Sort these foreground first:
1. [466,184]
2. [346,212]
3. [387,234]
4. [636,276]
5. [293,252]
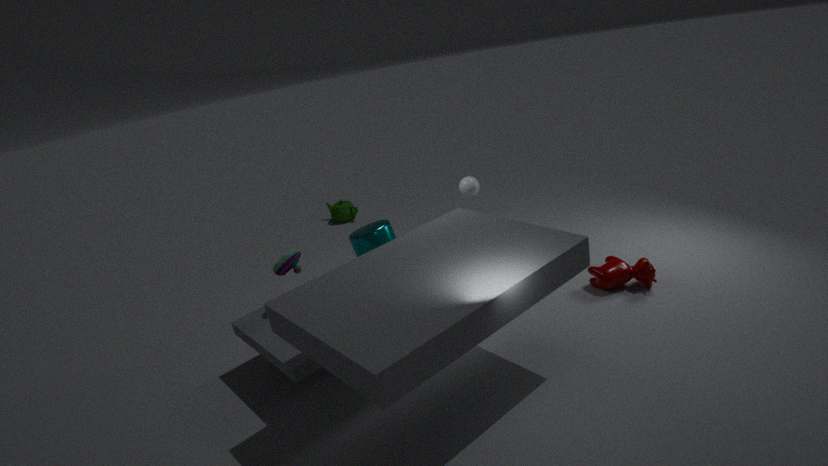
[293,252] < [387,234] < [636,276] < [466,184] < [346,212]
